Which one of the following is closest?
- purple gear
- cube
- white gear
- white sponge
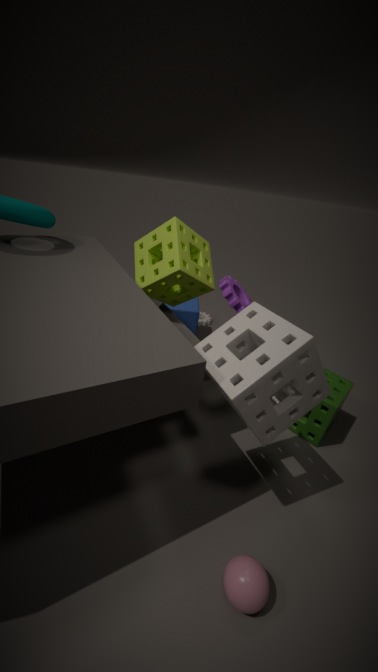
white sponge
